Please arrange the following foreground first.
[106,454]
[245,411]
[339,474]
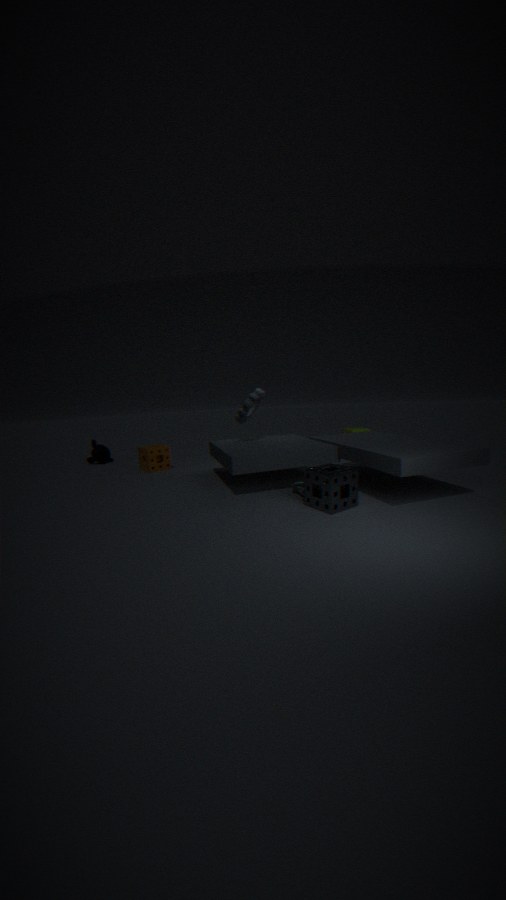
[339,474] → [245,411] → [106,454]
